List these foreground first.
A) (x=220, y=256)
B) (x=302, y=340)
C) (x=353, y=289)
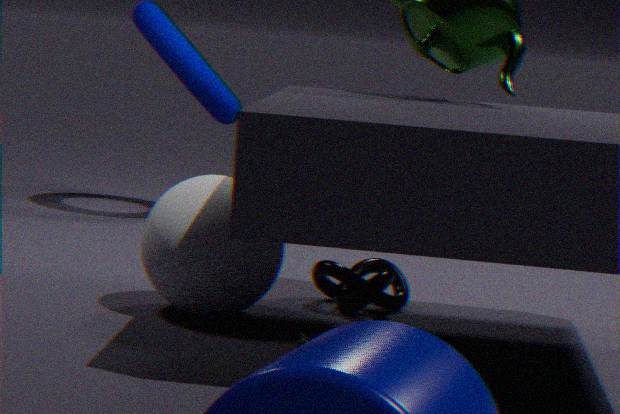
B. (x=302, y=340) → A. (x=220, y=256) → C. (x=353, y=289)
